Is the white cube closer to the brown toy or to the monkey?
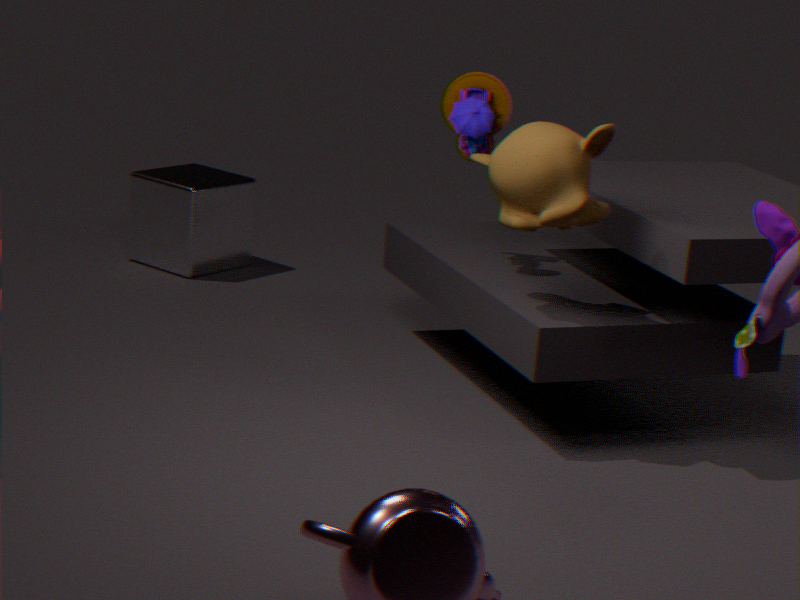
the brown toy
